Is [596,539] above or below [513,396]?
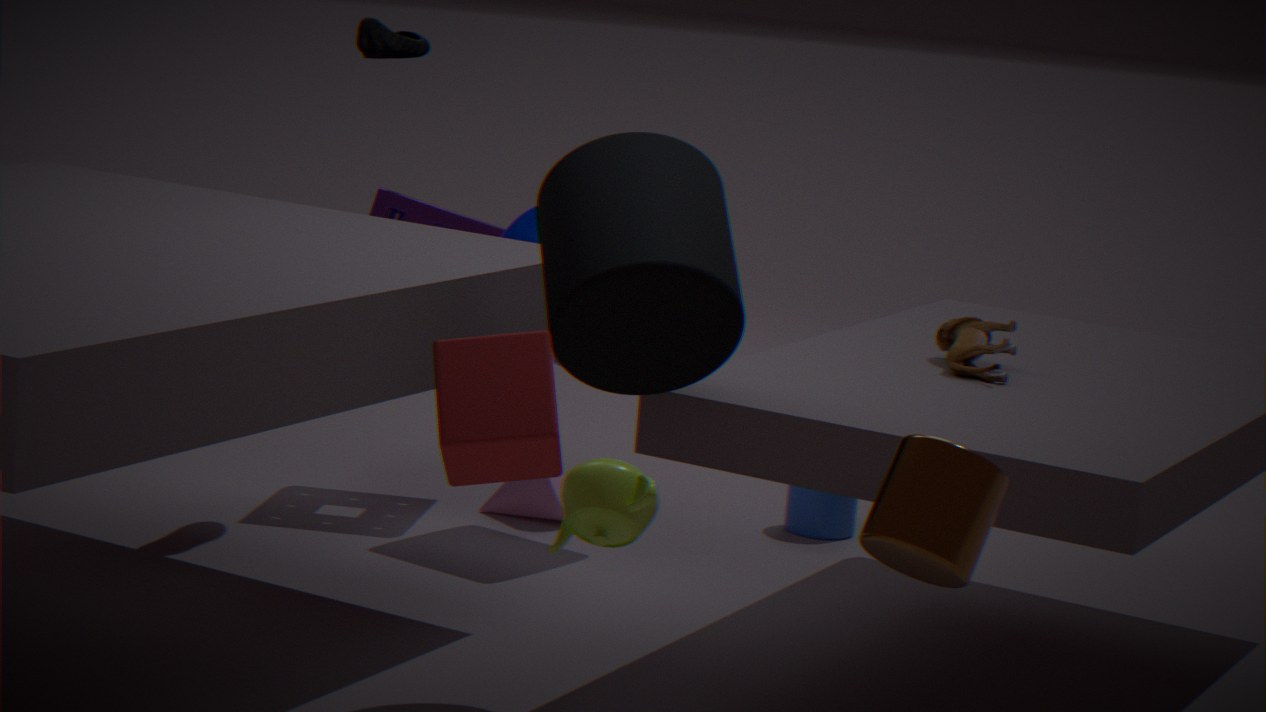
below
